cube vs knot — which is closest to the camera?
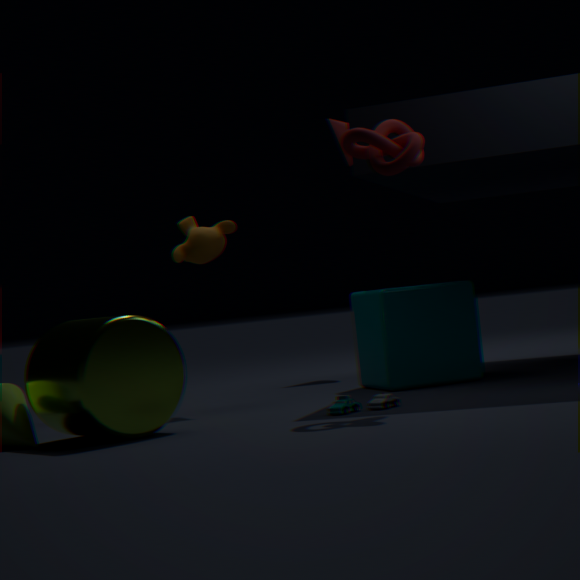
knot
